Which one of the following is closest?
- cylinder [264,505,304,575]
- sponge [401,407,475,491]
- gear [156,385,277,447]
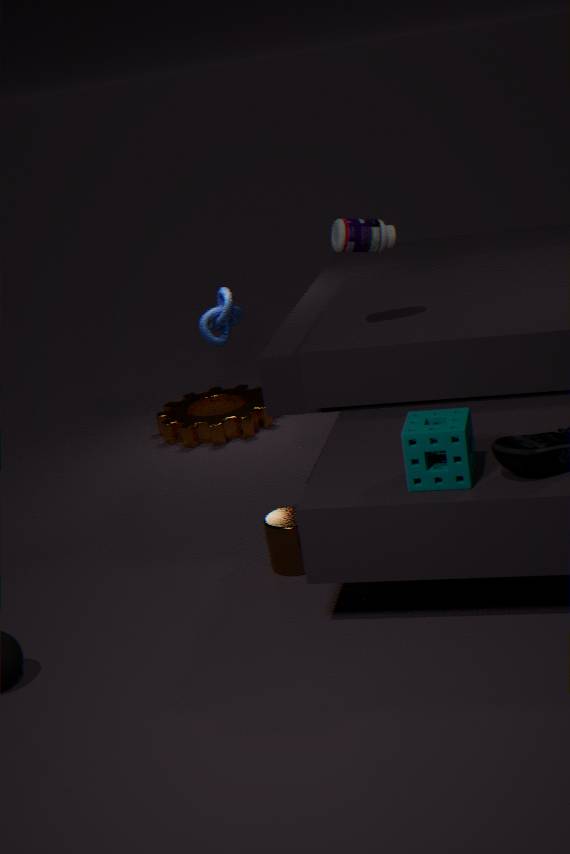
sponge [401,407,475,491]
